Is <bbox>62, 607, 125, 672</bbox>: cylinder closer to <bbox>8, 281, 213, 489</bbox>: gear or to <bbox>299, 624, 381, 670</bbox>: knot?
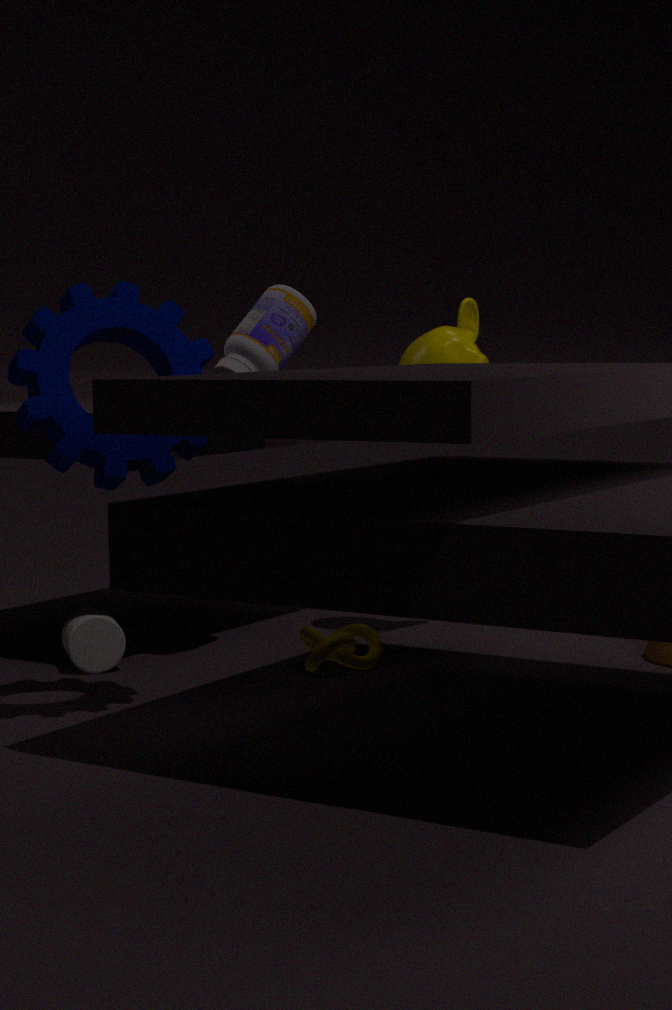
<bbox>299, 624, 381, 670</bbox>: knot
